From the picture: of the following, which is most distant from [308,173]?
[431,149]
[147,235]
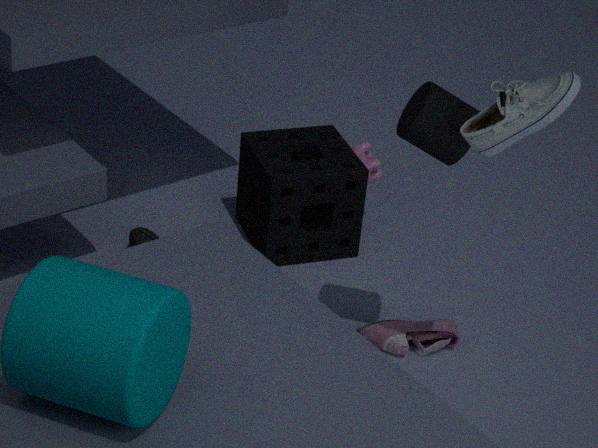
[431,149]
